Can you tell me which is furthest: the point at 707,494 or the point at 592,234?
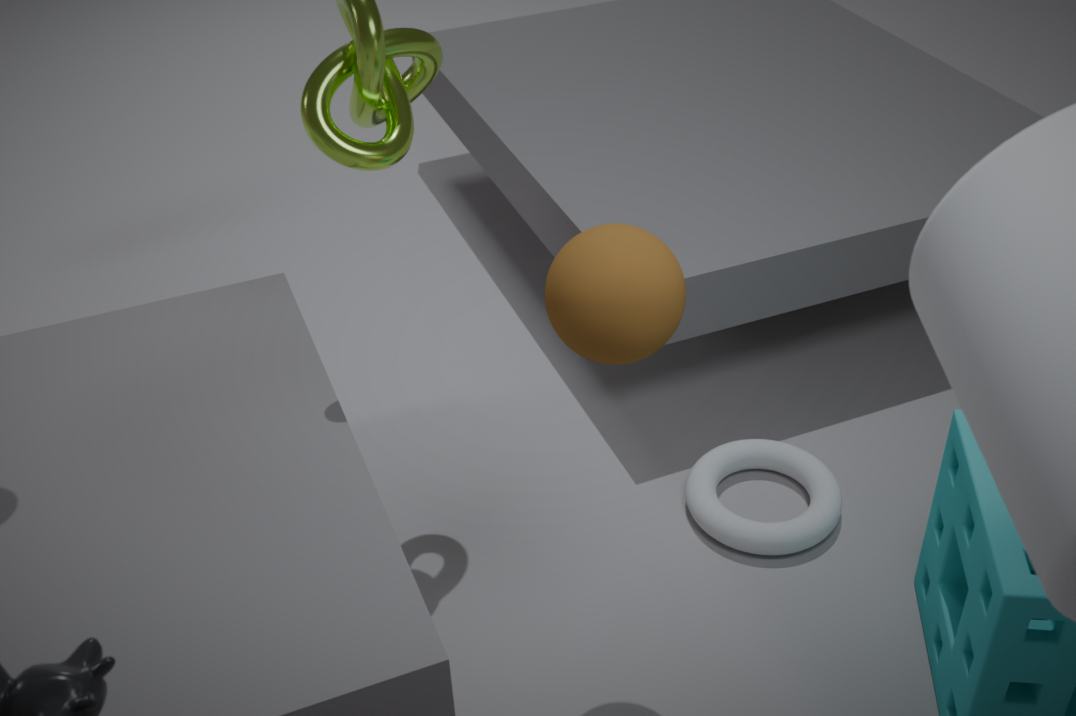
the point at 707,494
